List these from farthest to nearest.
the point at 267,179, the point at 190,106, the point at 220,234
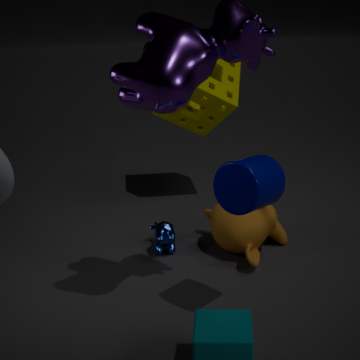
1. the point at 190,106
2. the point at 220,234
3. the point at 267,179
